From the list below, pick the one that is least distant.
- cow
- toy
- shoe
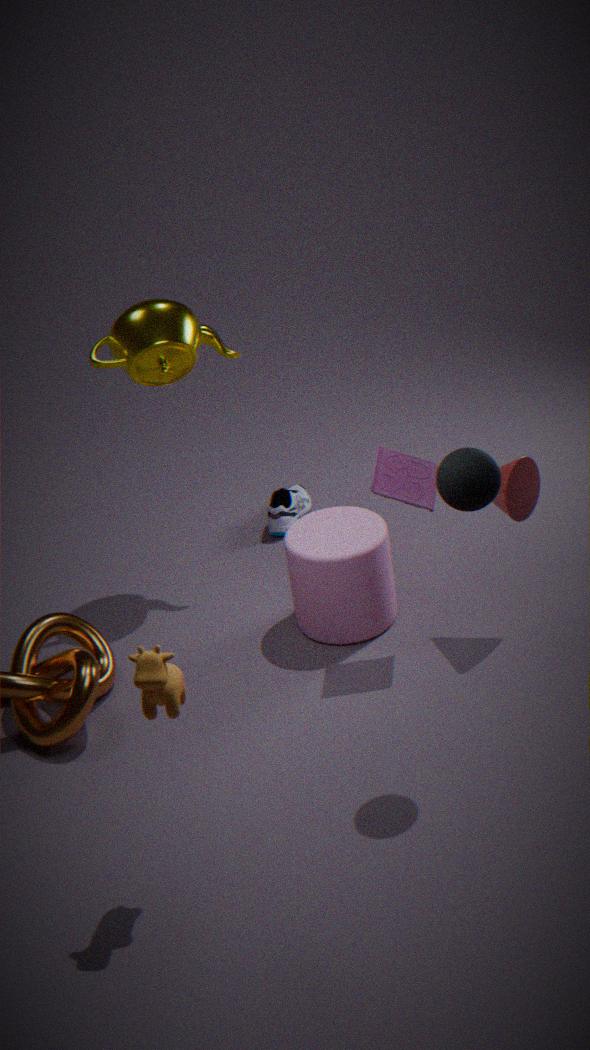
cow
